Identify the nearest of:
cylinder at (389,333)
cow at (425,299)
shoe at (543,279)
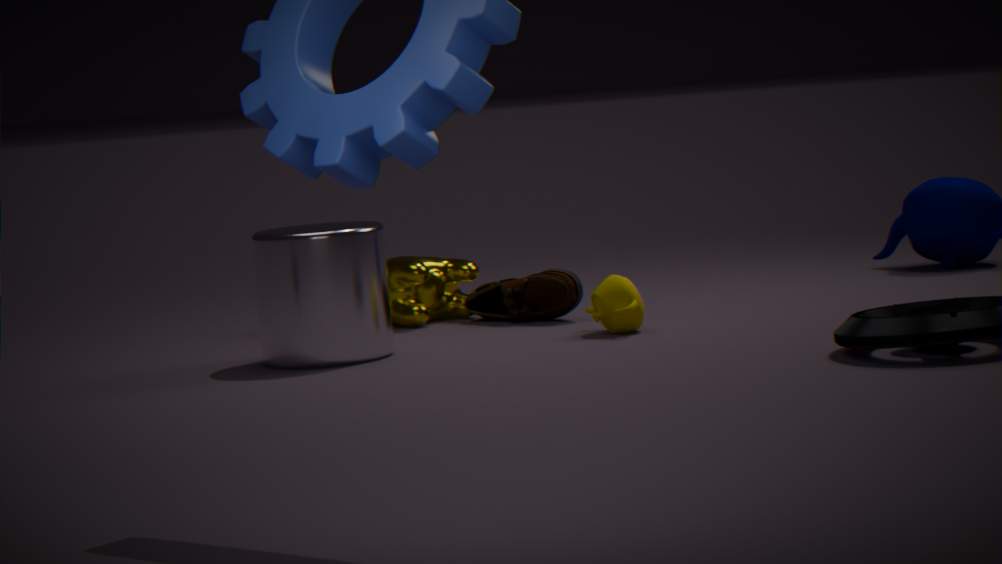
cylinder at (389,333)
